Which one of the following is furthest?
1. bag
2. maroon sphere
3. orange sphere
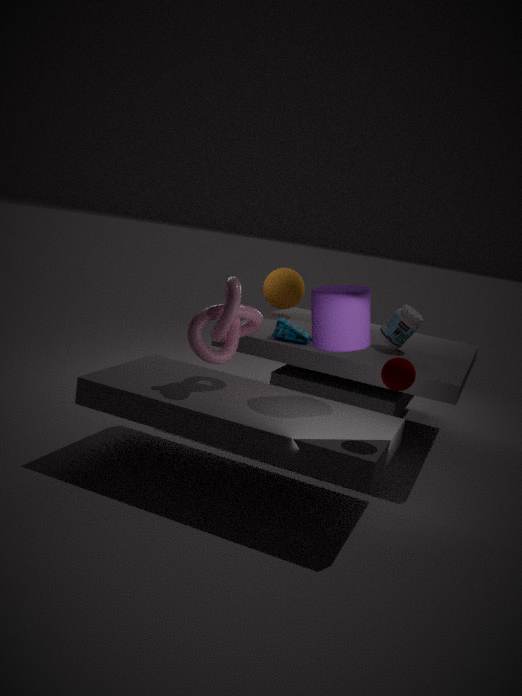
orange sphere
